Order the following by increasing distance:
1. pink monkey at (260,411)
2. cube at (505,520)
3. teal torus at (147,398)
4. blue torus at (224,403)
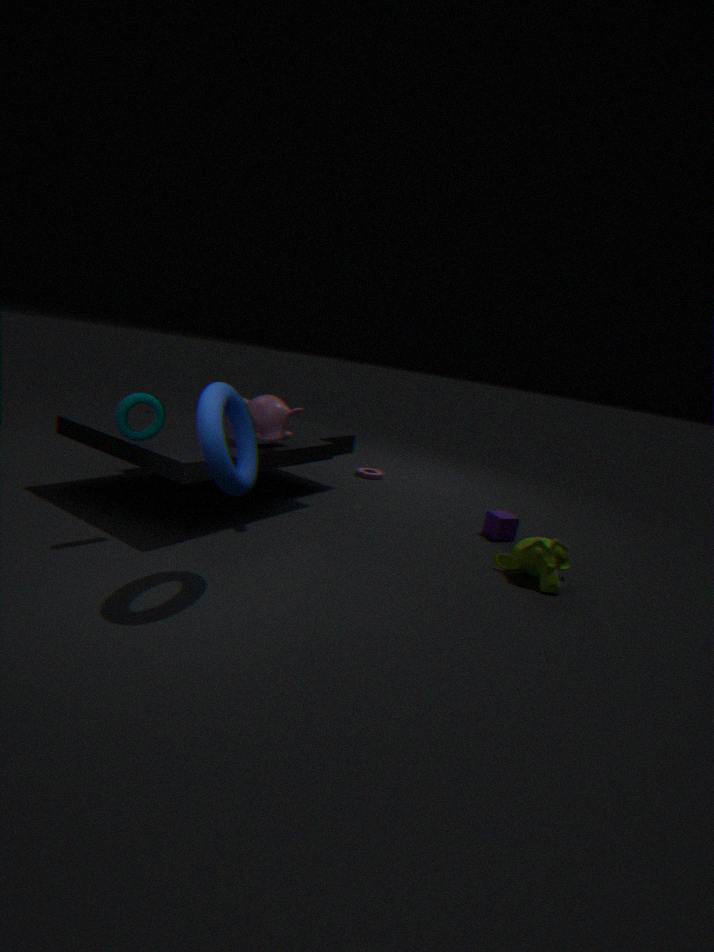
blue torus at (224,403) → teal torus at (147,398) → pink monkey at (260,411) → cube at (505,520)
